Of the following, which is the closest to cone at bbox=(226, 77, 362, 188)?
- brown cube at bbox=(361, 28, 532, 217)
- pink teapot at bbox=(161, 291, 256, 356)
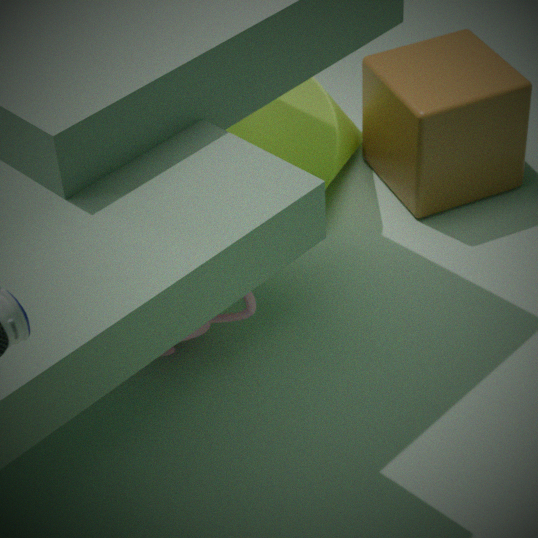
brown cube at bbox=(361, 28, 532, 217)
